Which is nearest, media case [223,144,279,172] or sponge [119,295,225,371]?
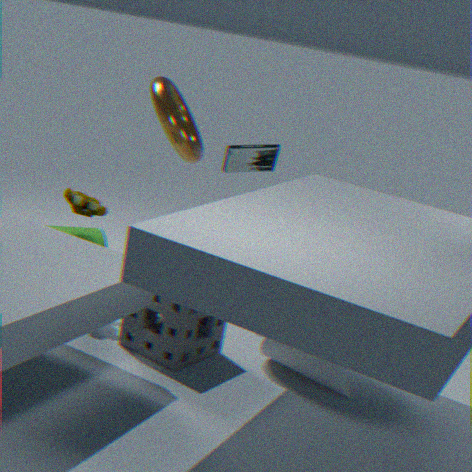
sponge [119,295,225,371]
